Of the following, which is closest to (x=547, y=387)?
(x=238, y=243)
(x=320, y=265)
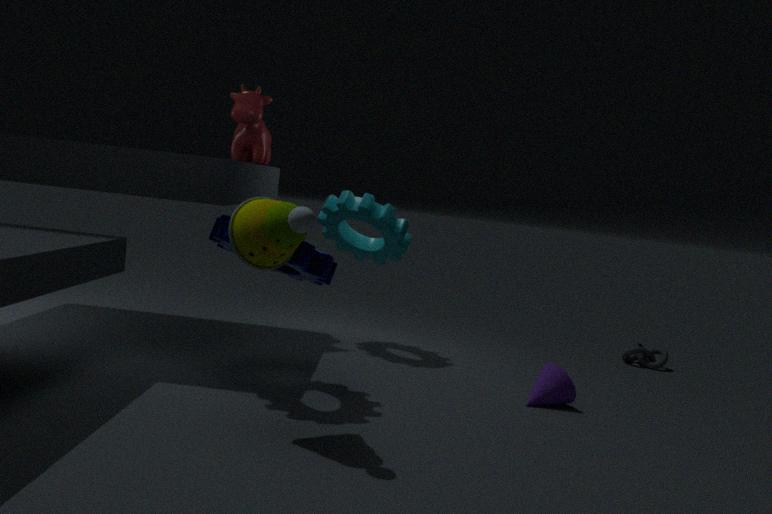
(x=320, y=265)
